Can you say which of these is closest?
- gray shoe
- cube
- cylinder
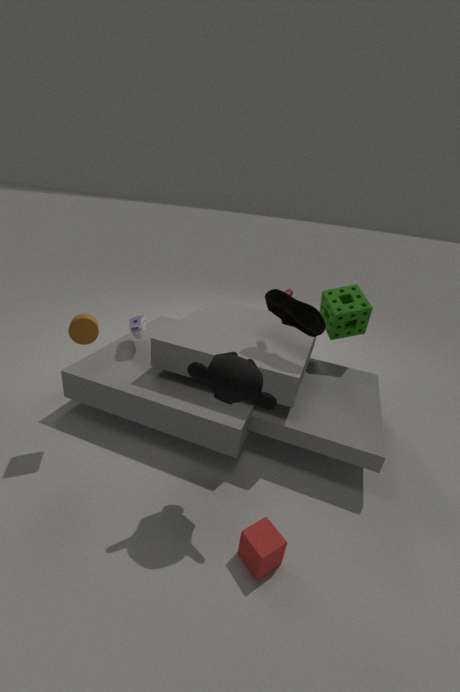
cube
